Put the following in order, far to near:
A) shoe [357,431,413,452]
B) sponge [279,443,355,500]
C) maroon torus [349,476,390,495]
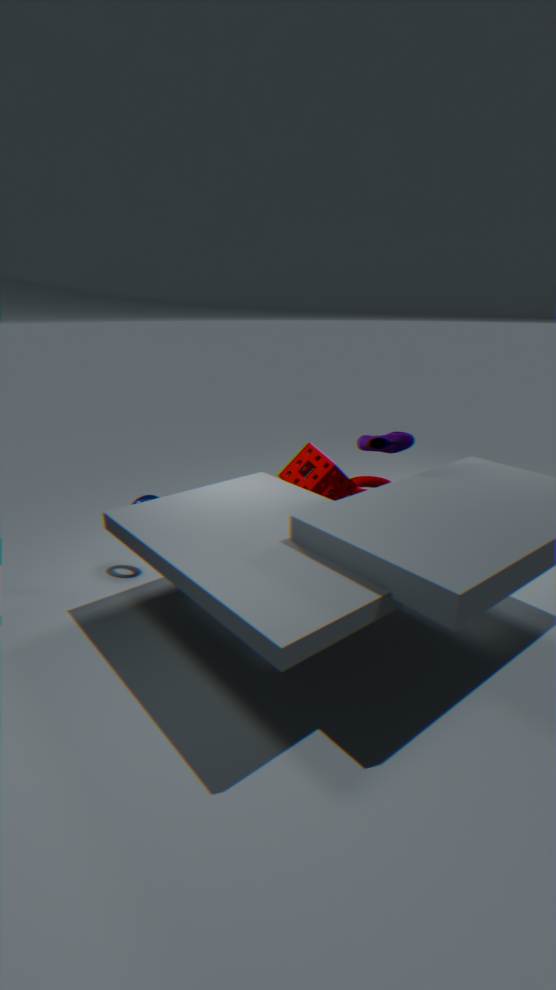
maroon torus [349,476,390,495], sponge [279,443,355,500], shoe [357,431,413,452]
